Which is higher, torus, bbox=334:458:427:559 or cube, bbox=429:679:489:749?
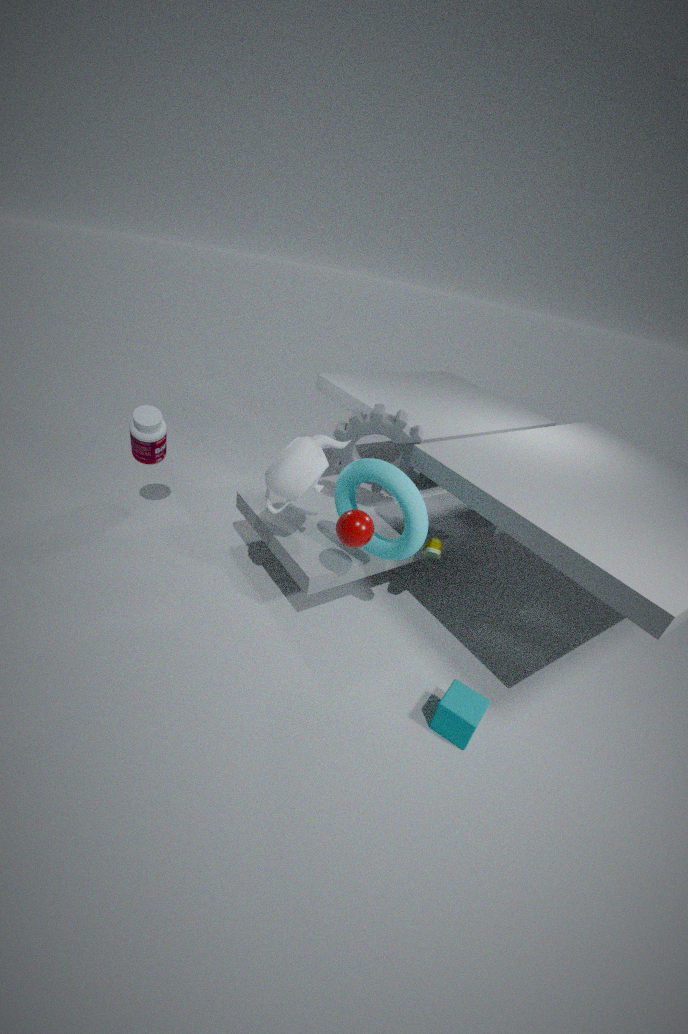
torus, bbox=334:458:427:559
